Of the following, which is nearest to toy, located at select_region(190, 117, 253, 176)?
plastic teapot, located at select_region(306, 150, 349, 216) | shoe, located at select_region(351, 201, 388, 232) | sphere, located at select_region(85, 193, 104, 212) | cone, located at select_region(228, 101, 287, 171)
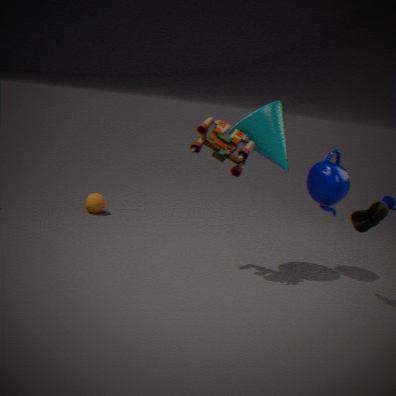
cone, located at select_region(228, 101, 287, 171)
